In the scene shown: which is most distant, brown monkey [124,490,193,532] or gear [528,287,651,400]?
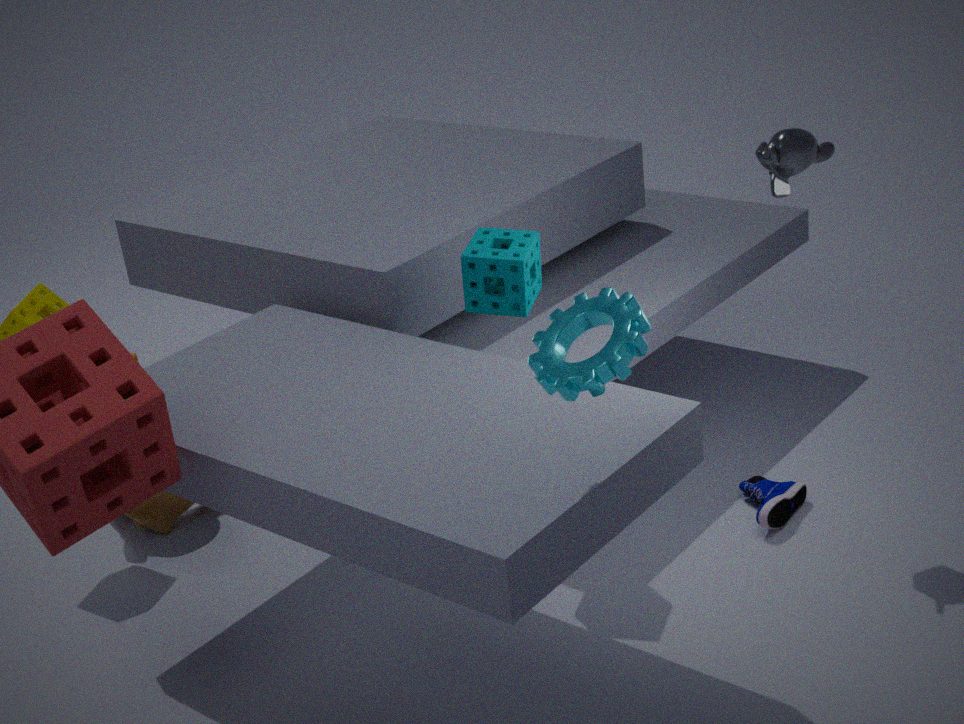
brown monkey [124,490,193,532]
